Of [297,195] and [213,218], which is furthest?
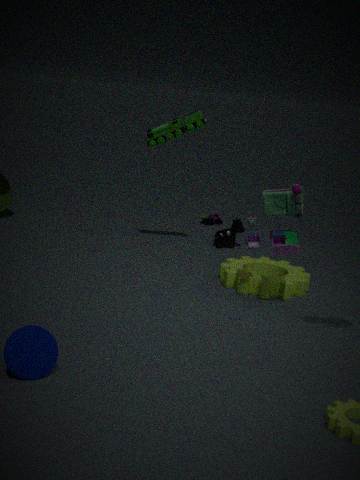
[213,218]
